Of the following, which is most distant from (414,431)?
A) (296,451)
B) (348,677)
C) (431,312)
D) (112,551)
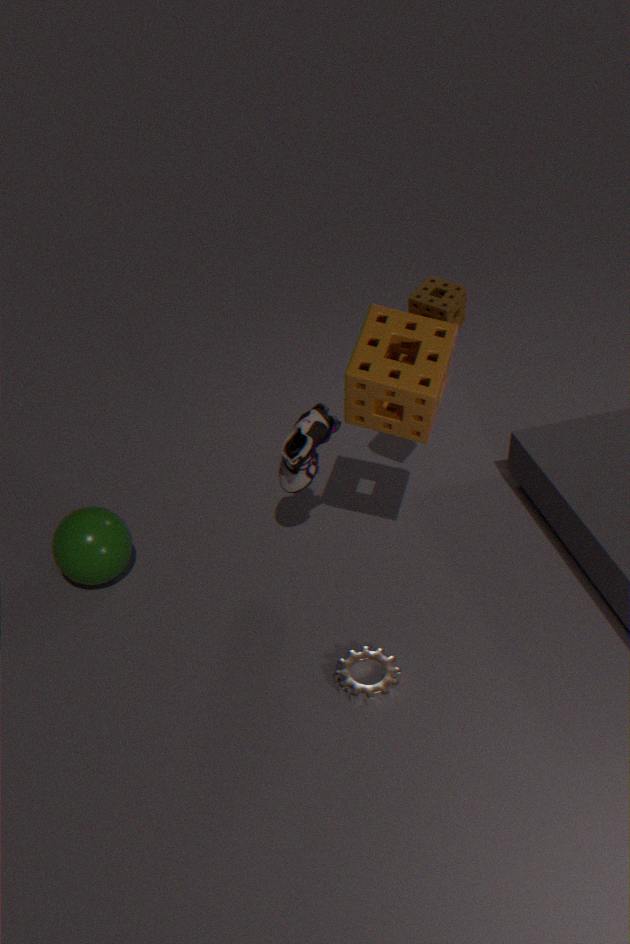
(112,551)
